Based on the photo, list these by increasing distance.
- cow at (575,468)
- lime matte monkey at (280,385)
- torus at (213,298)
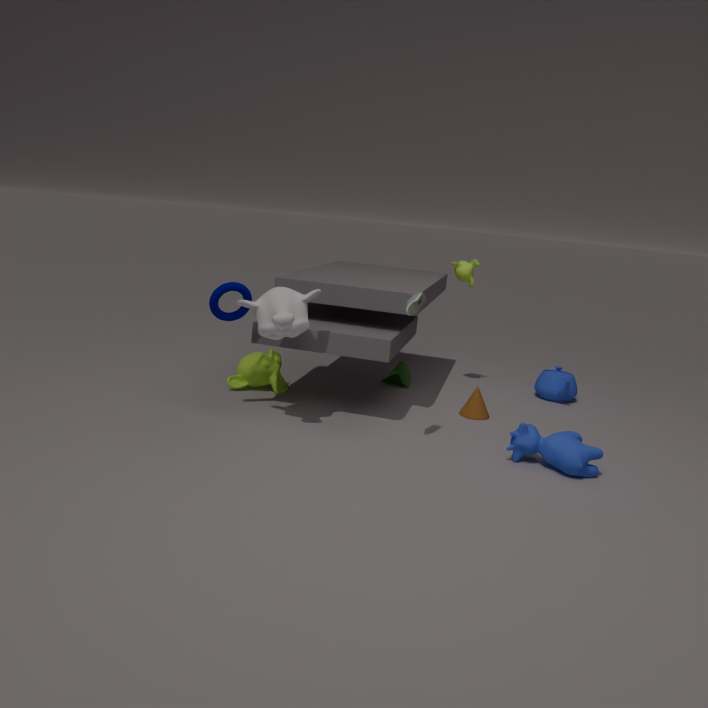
cow at (575,468)
torus at (213,298)
lime matte monkey at (280,385)
